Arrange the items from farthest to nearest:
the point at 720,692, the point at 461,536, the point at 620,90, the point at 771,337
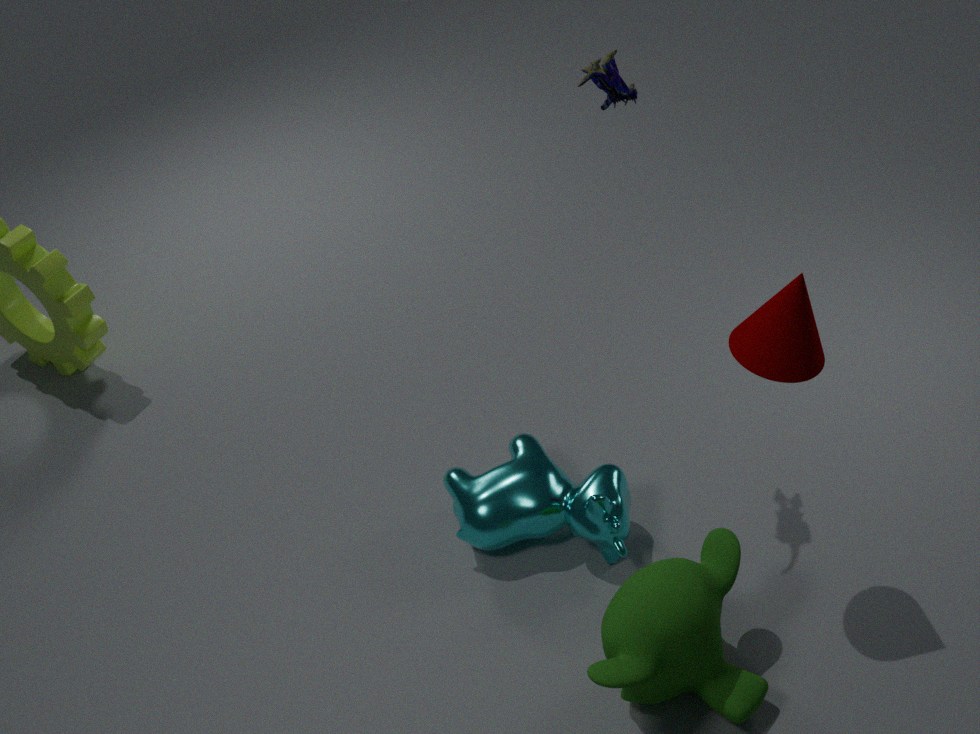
1. the point at 461,536
2. the point at 620,90
3. the point at 720,692
4. the point at 771,337
